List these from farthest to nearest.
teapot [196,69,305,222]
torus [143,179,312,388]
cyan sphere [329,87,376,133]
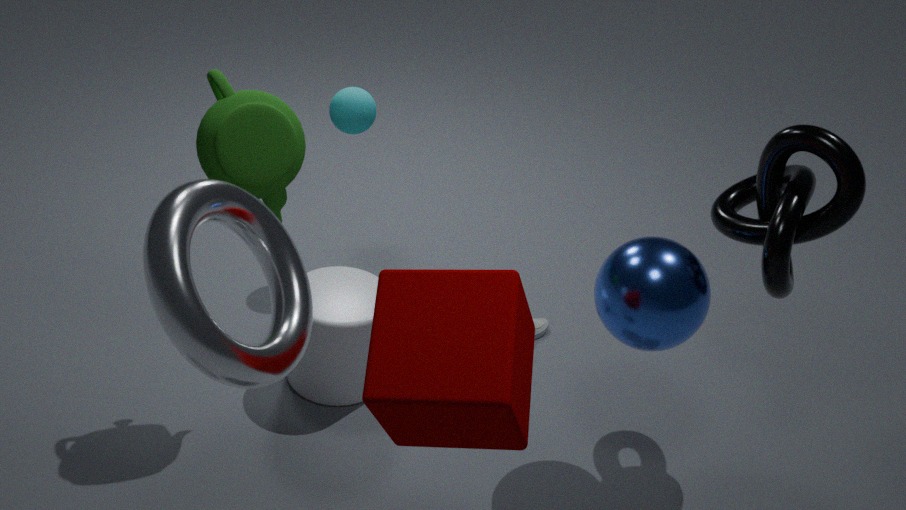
cyan sphere [329,87,376,133] < teapot [196,69,305,222] < torus [143,179,312,388]
